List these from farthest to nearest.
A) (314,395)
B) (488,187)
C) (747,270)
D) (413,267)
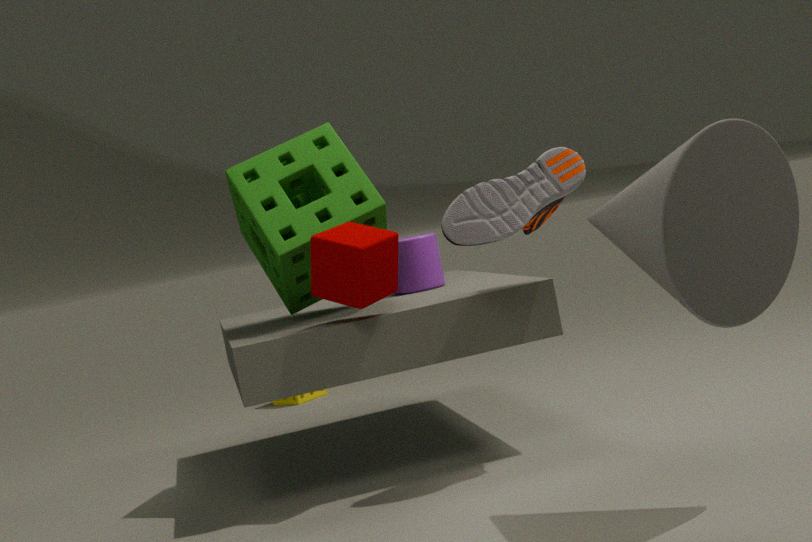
(314,395) < (413,267) < (488,187) < (747,270)
